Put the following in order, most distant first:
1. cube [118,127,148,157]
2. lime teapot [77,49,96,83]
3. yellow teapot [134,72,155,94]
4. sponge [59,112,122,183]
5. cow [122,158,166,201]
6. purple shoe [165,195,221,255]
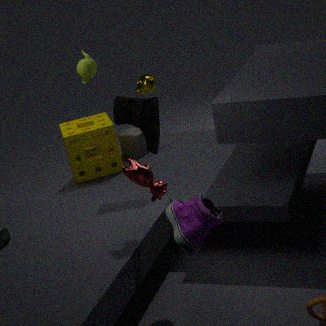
yellow teapot [134,72,155,94] → lime teapot [77,49,96,83] → cube [118,127,148,157] → sponge [59,112,122,183] → cow [122,158,166,201] → purple shoe [165,195,221,255]
